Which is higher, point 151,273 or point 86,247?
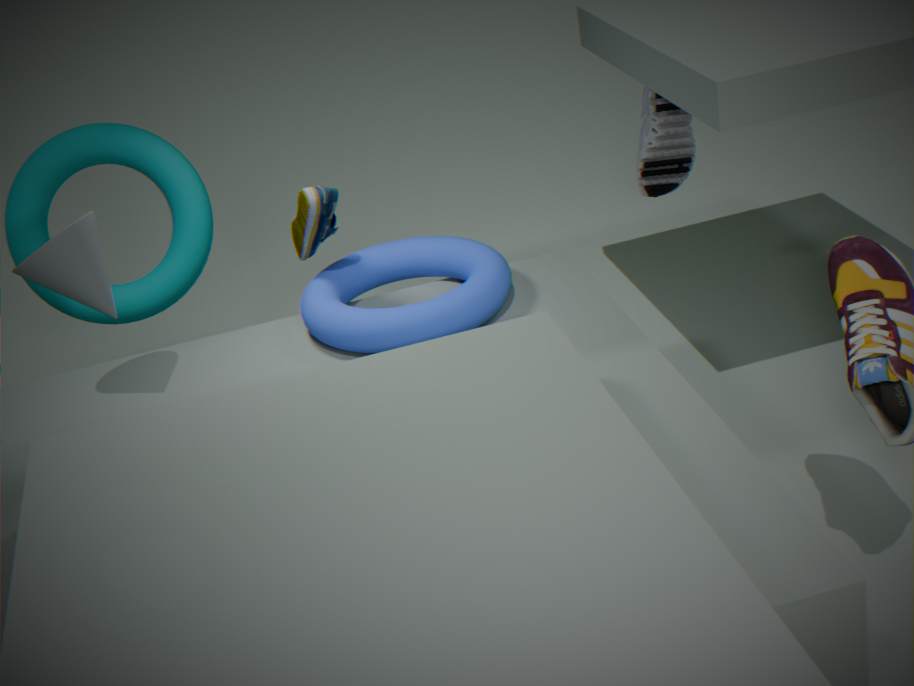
point 86,247
